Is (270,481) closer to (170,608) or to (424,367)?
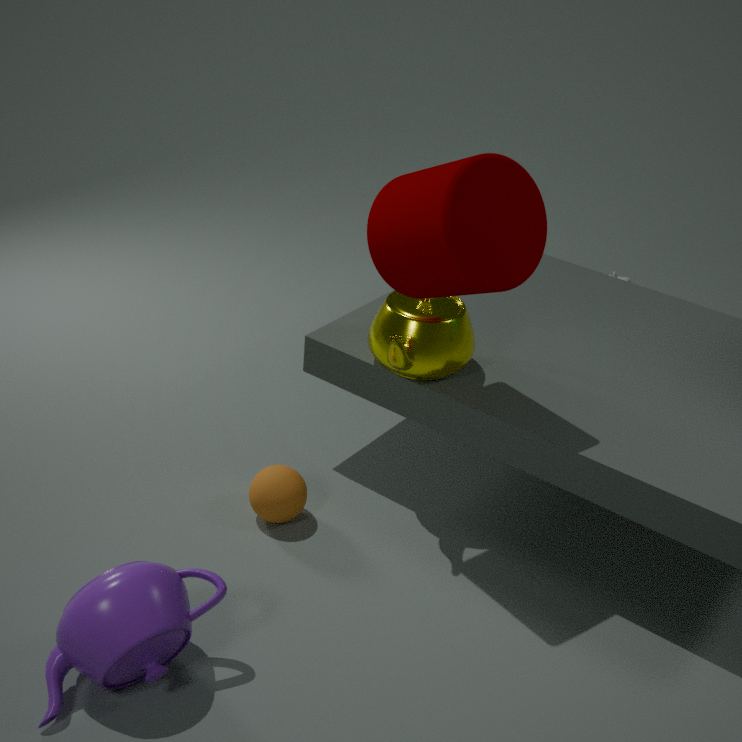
(424,367)
